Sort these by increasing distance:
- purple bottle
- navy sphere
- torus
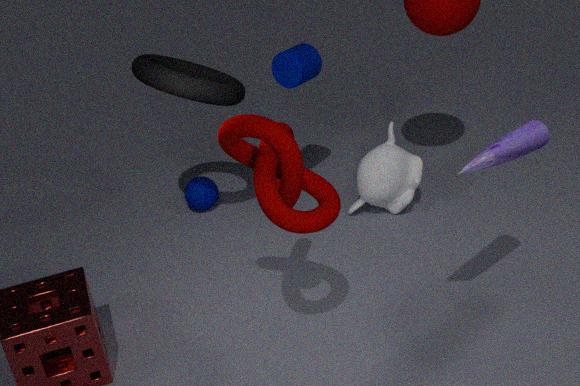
1. purple bottle
2. torus
3. navy sphere
